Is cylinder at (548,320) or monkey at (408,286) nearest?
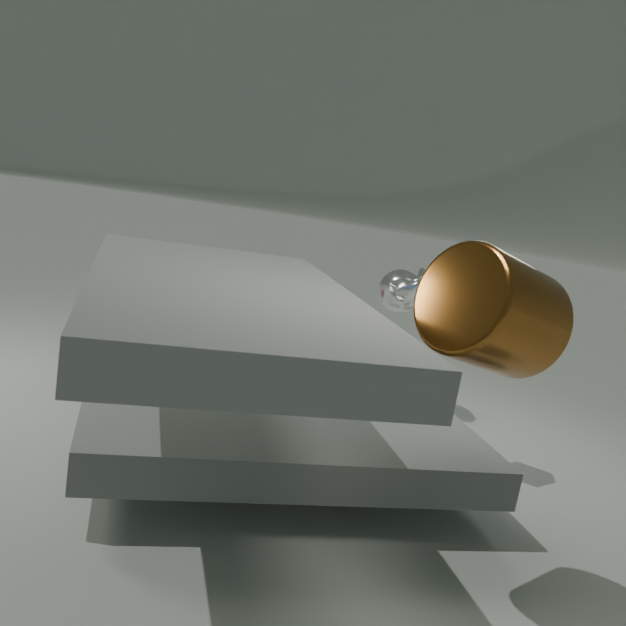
cylinder at (548,320)
